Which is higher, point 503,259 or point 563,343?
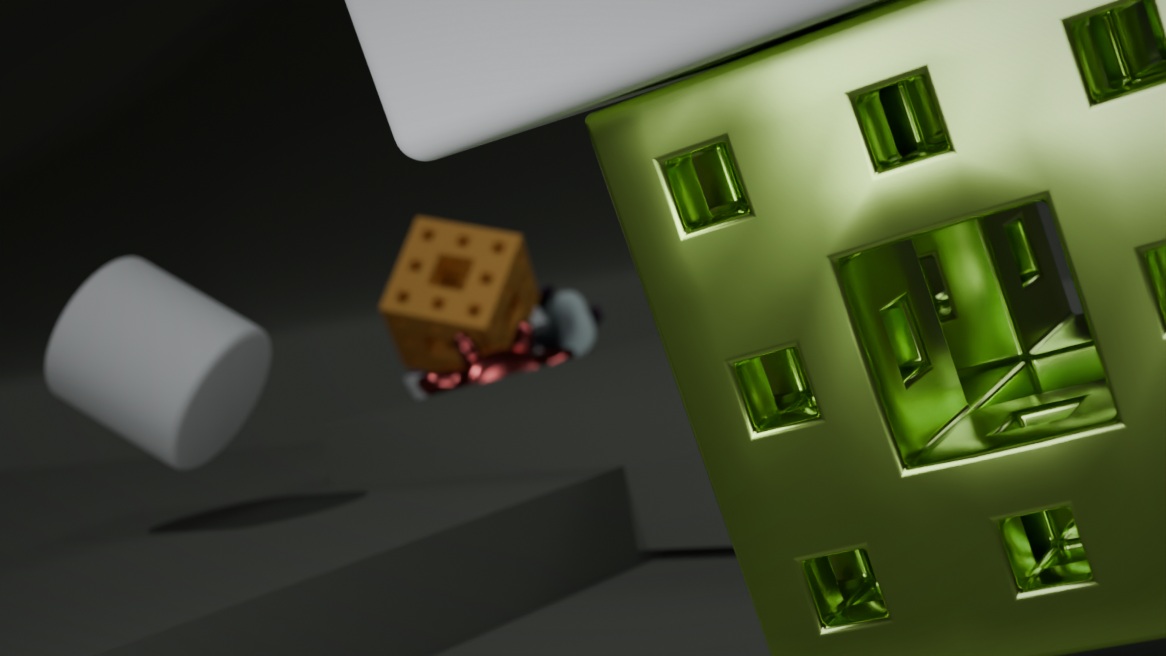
point 503,259
